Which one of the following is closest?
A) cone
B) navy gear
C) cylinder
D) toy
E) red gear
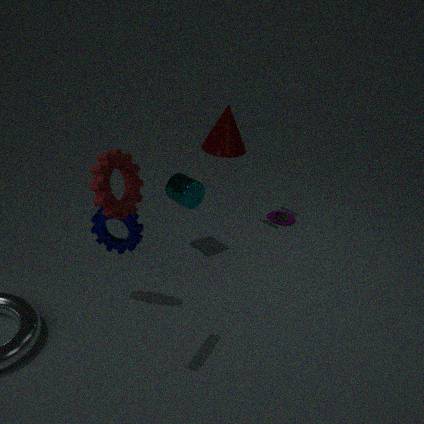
red gear
